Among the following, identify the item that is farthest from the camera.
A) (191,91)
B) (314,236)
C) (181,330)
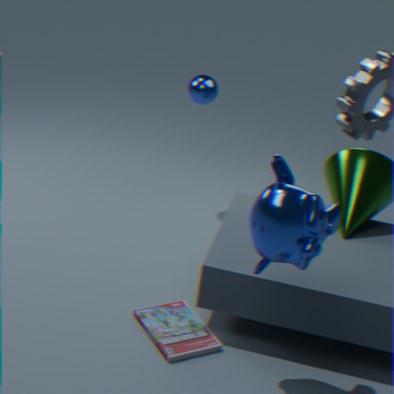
(191,91)
